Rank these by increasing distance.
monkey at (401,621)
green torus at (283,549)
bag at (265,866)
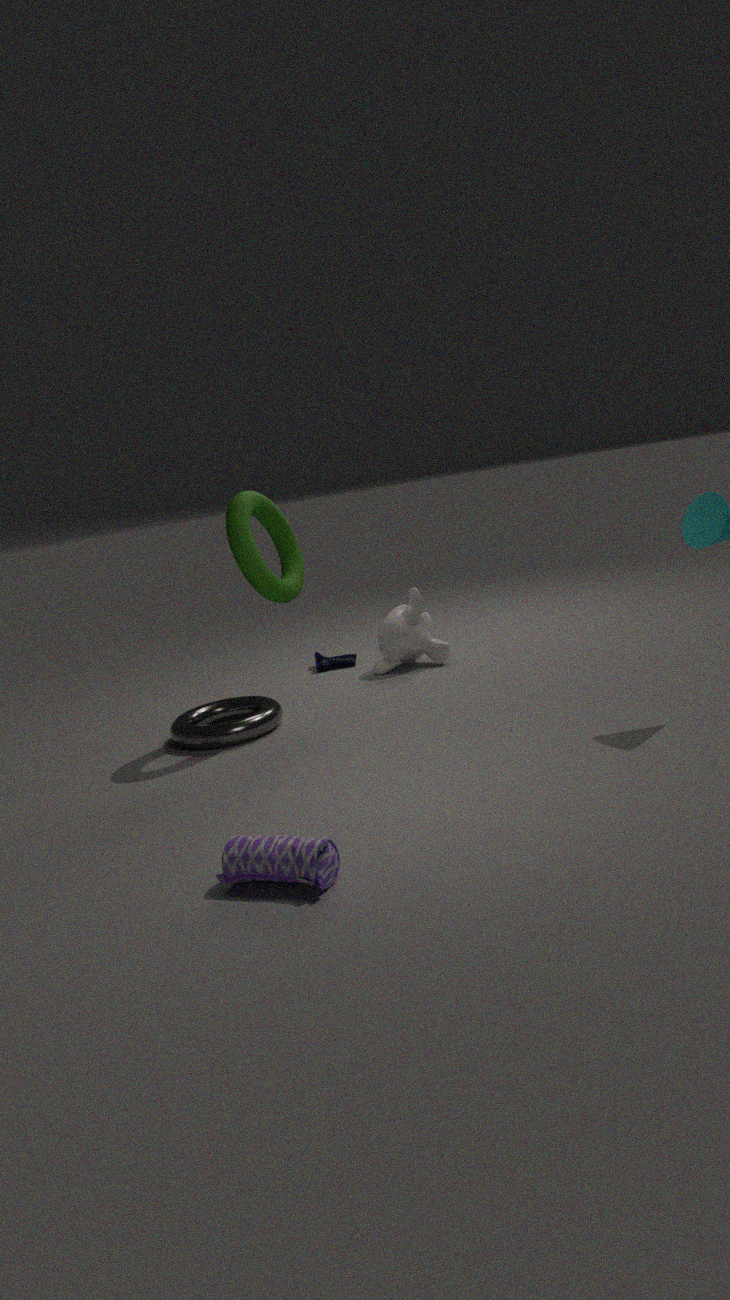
bag at (265,866)
green torus at (283,549)
monkey at (401,621)
